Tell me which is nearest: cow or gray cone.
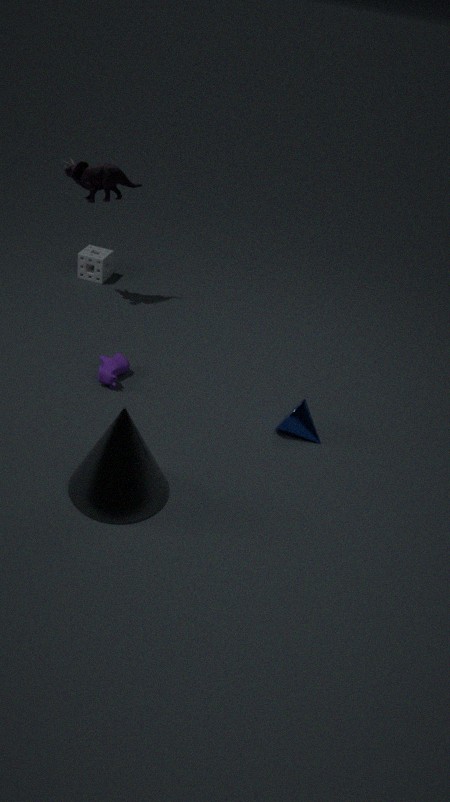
gray cone
